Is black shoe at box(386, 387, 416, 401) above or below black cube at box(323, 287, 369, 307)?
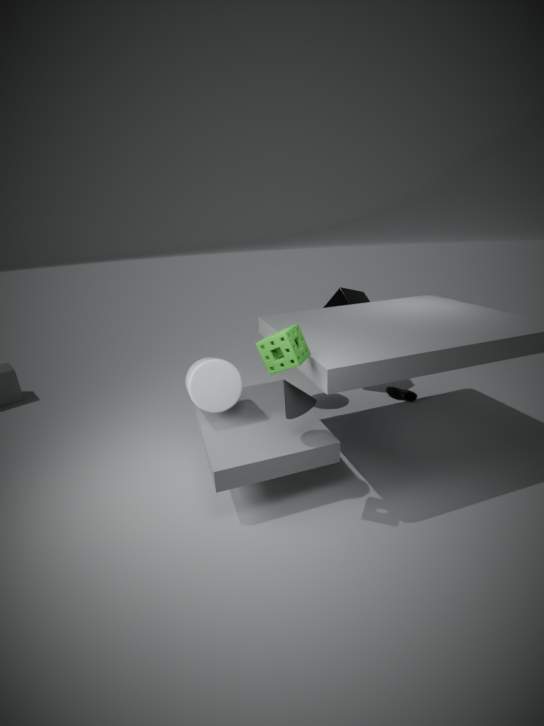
below
